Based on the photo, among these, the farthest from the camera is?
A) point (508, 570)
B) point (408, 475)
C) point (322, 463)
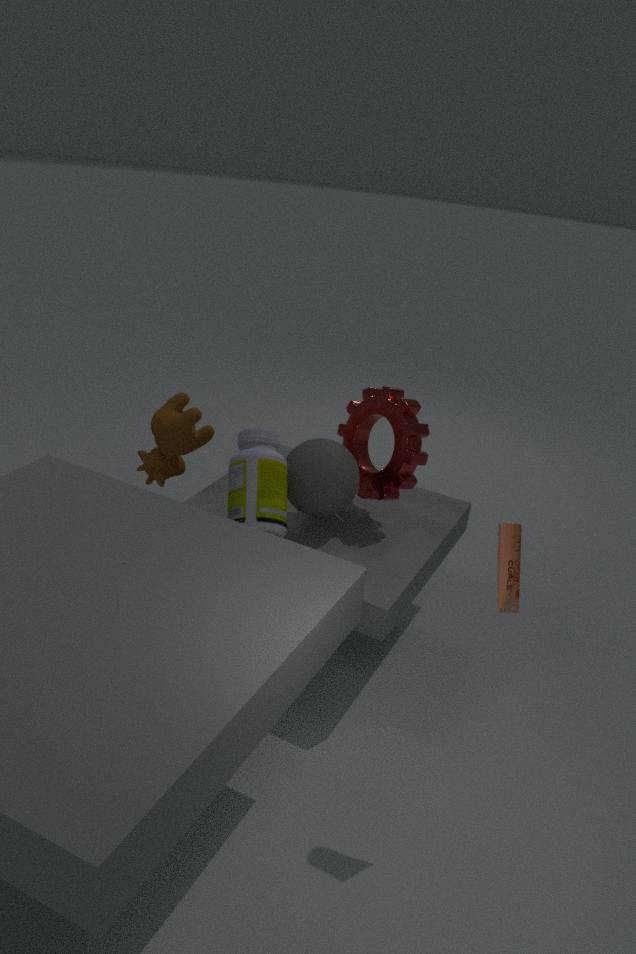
point (408, 475)
